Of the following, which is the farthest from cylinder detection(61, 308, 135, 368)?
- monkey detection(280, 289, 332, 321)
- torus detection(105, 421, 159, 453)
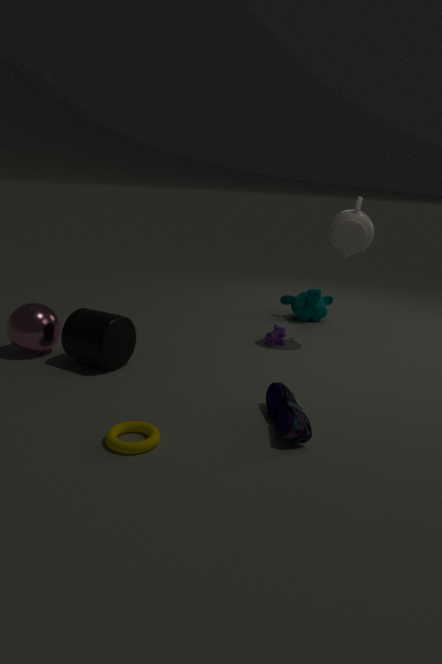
monkey detection(280, 289, 332, 321)
